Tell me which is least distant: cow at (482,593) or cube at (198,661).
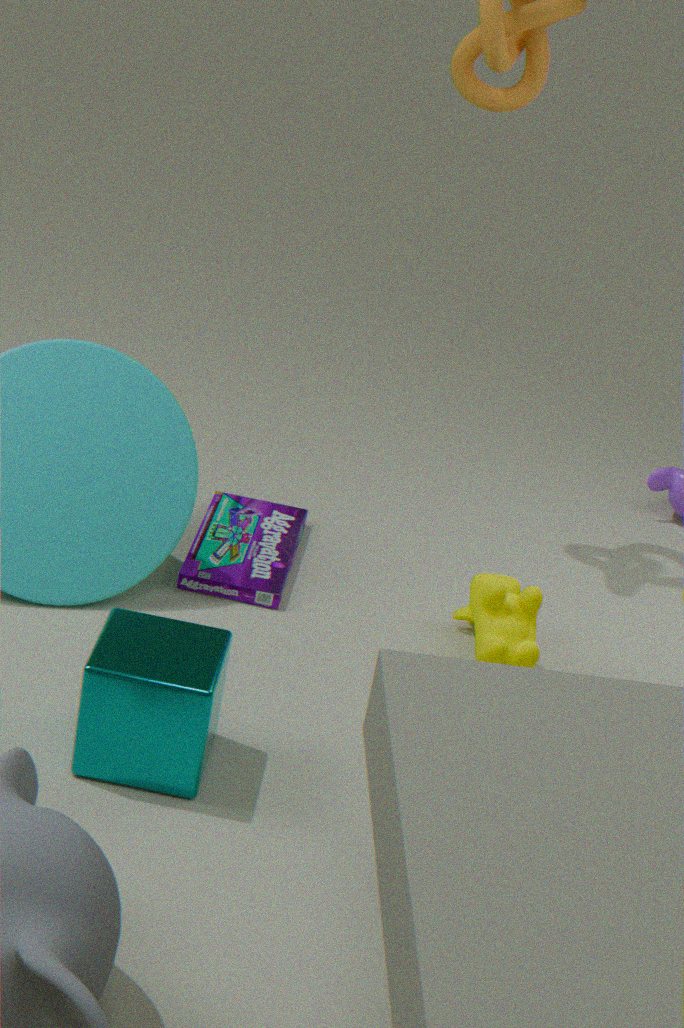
cube at (198,661)
